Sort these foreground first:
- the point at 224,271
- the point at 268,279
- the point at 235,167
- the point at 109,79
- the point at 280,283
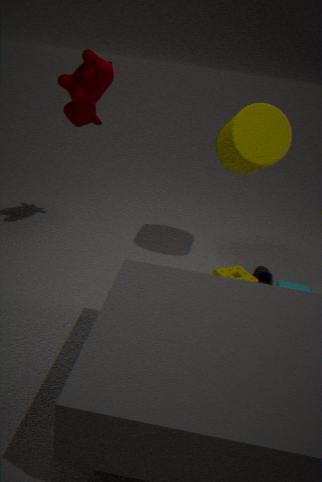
the point at 280,283 < the point at 224,271 < the point at 109,79 < the point at 268,279 < the point at 235,167
